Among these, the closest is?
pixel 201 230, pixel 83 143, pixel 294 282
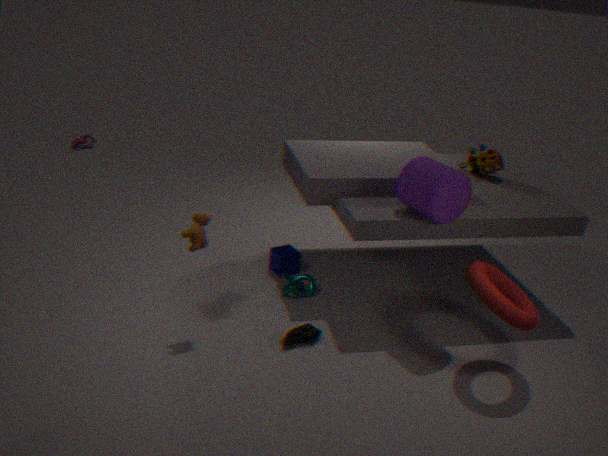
pixel 201 230
